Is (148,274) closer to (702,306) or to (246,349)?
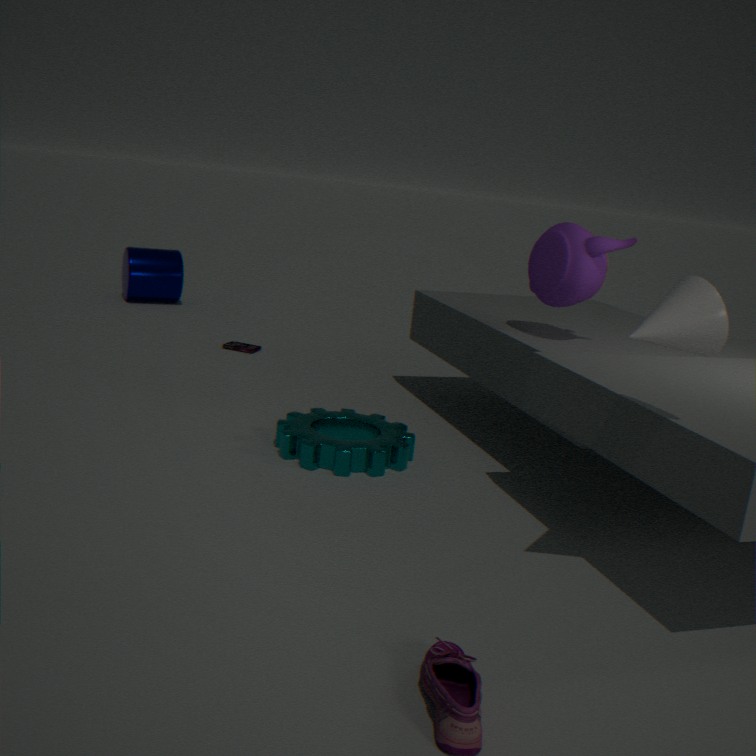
(246,349)
